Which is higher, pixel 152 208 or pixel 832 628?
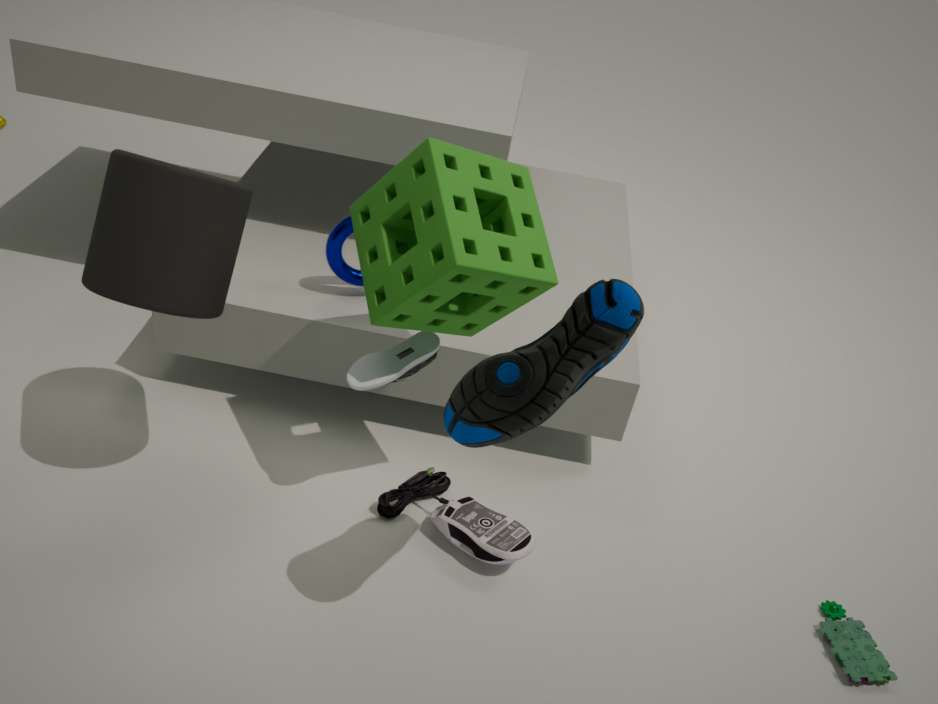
pixel 152 208
